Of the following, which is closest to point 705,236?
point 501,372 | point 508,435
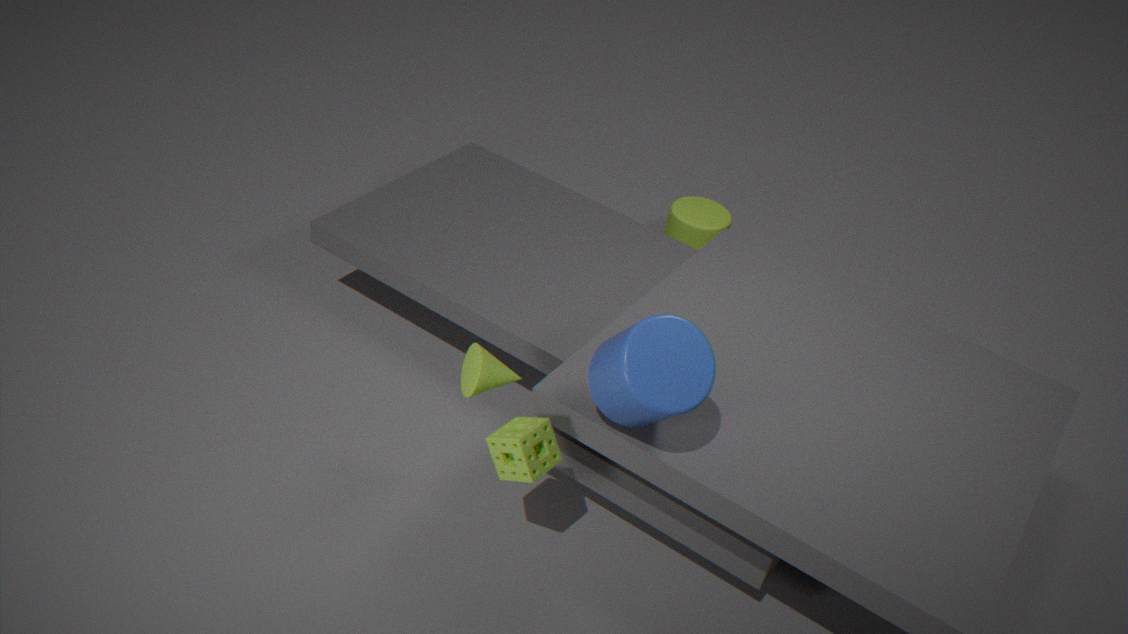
point 501,372
